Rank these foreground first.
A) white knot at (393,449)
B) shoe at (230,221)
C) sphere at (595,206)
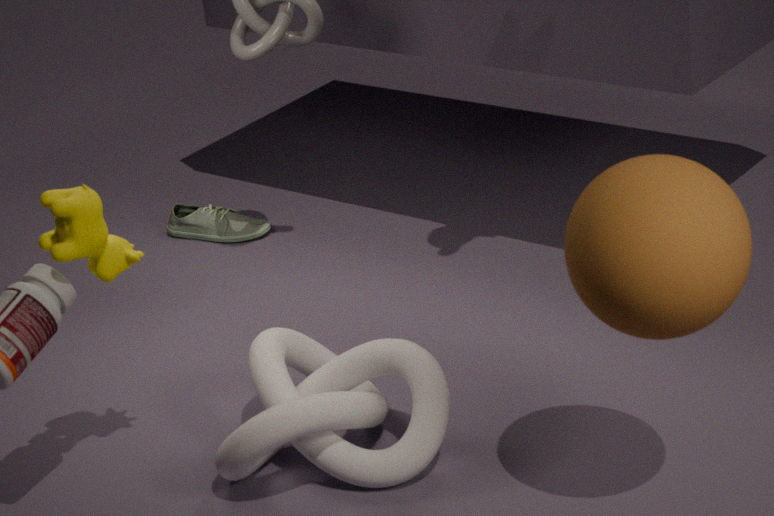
sphere at (595,206)
white knot at (393,449)
shoe at (230,221)
